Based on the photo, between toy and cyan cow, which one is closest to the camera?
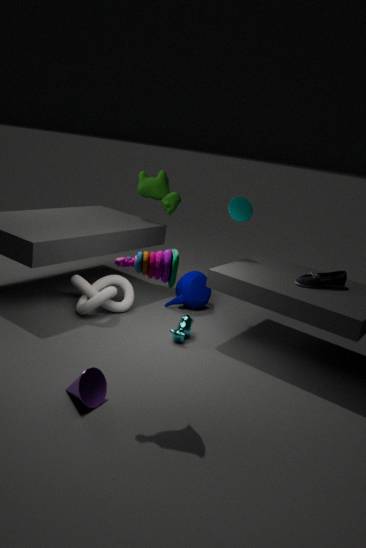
toy
